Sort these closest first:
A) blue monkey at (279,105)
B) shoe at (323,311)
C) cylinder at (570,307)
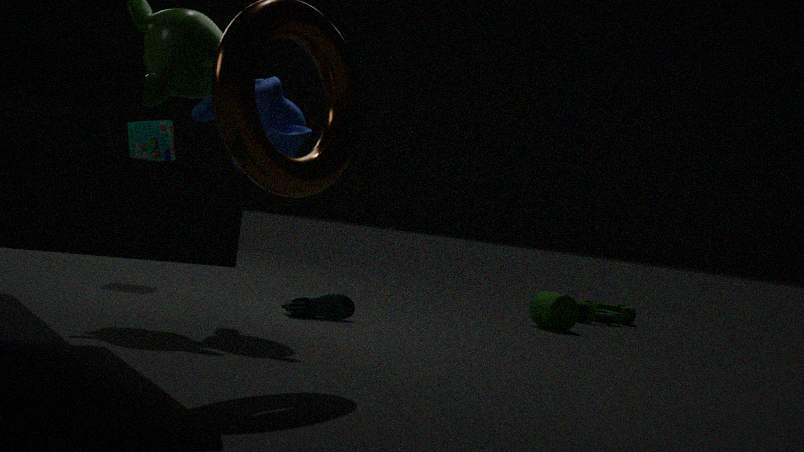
blue monkey at (279,105) < shoe at (323,311) < cylinder at (570,307)
